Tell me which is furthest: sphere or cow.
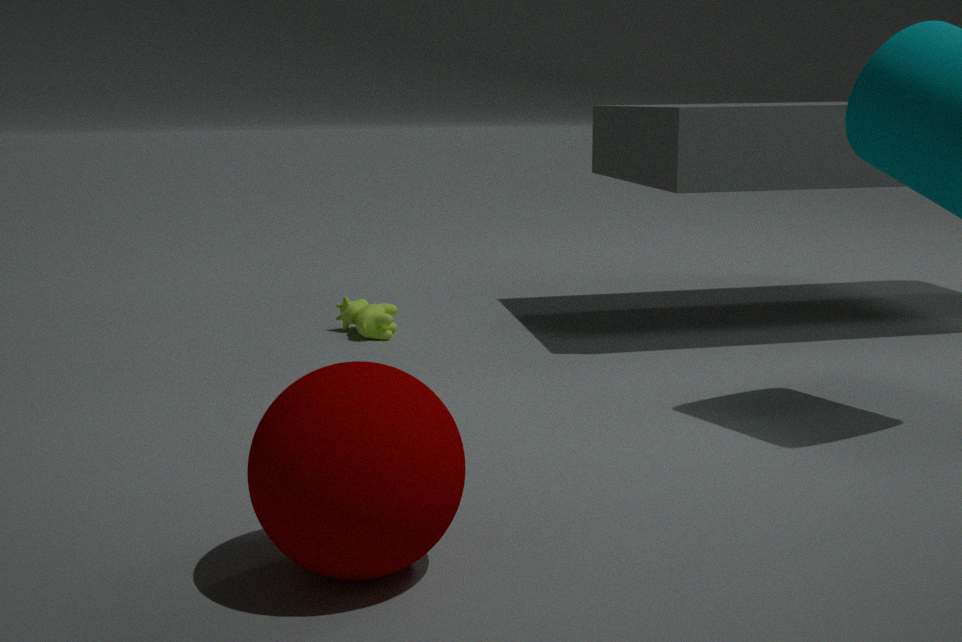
cow
